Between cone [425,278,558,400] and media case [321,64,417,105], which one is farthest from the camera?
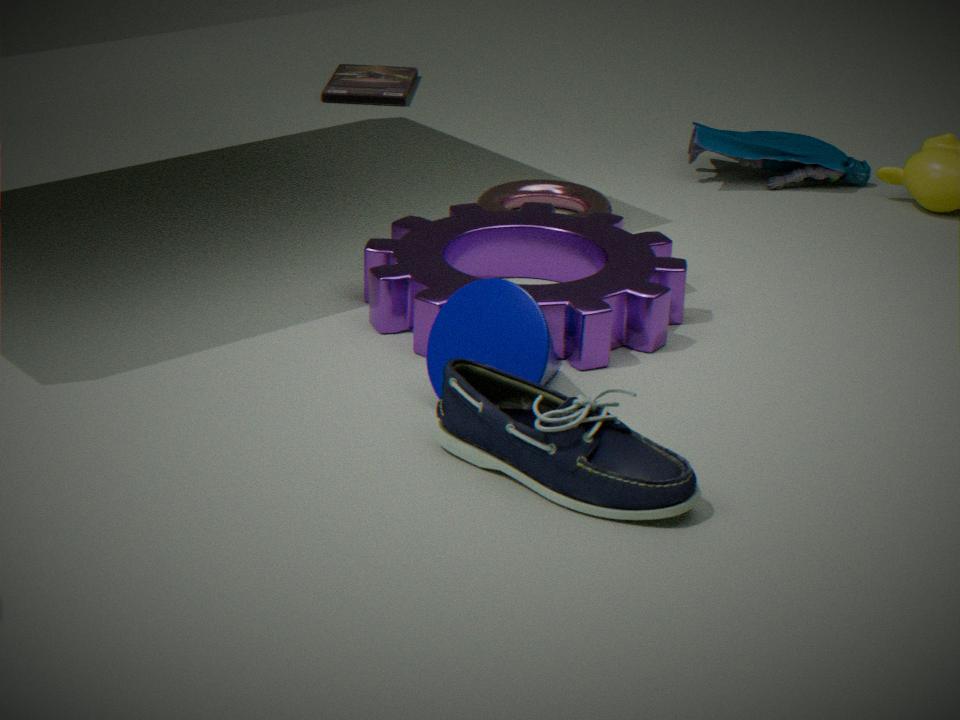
media case [321,64,417,105]
